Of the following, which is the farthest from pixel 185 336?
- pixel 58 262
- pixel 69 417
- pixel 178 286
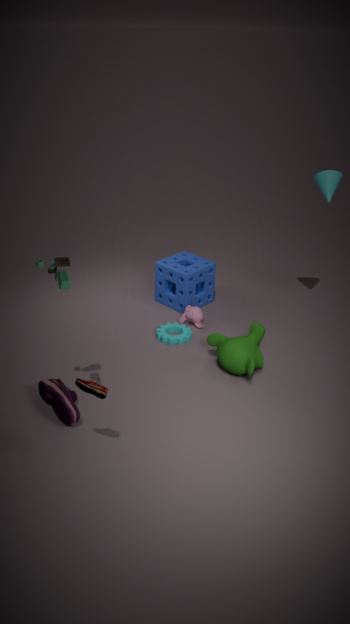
pixel 58 262
